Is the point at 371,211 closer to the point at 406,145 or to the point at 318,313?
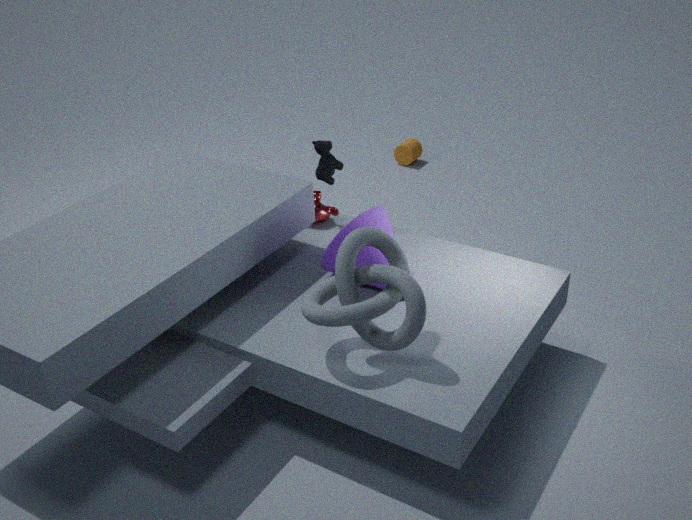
the point at 318,313
